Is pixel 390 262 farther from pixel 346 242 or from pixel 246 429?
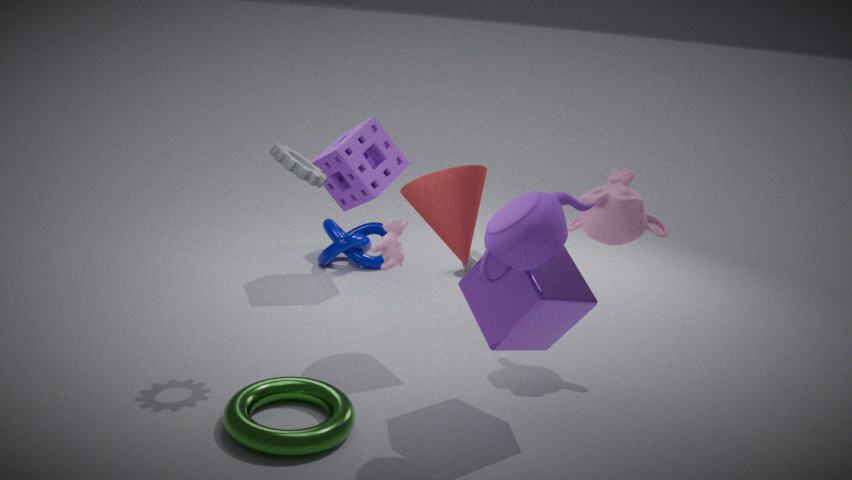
pixel 346 242
